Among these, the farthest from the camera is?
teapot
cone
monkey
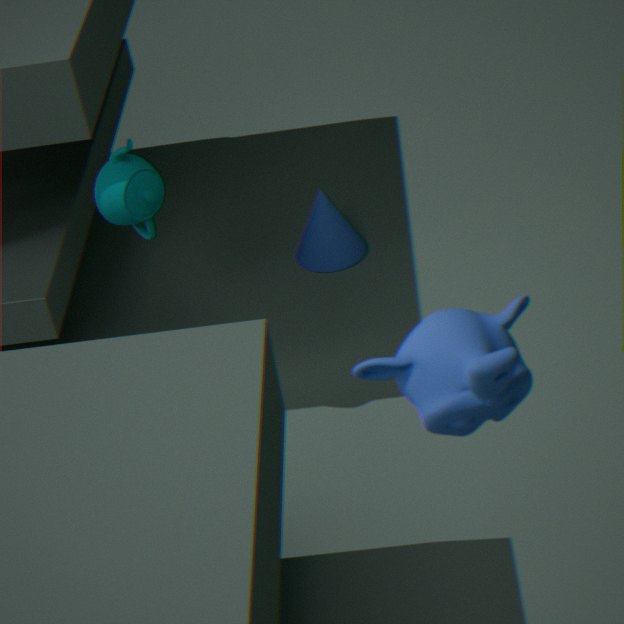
cone
